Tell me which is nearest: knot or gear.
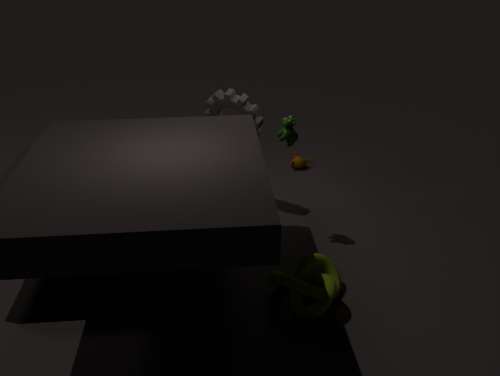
knot
